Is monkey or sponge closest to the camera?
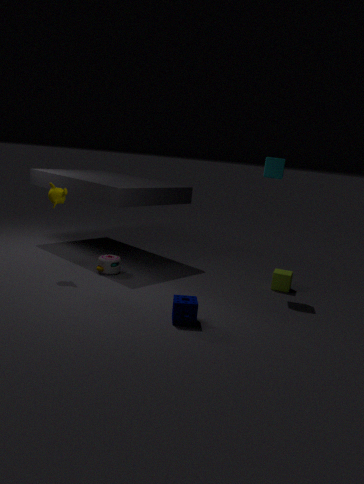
sponge
